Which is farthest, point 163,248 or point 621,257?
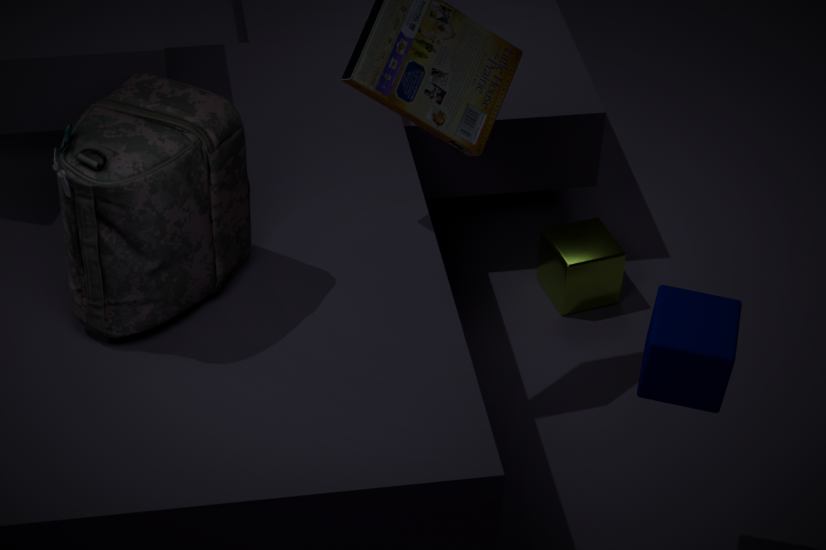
point 621,257
